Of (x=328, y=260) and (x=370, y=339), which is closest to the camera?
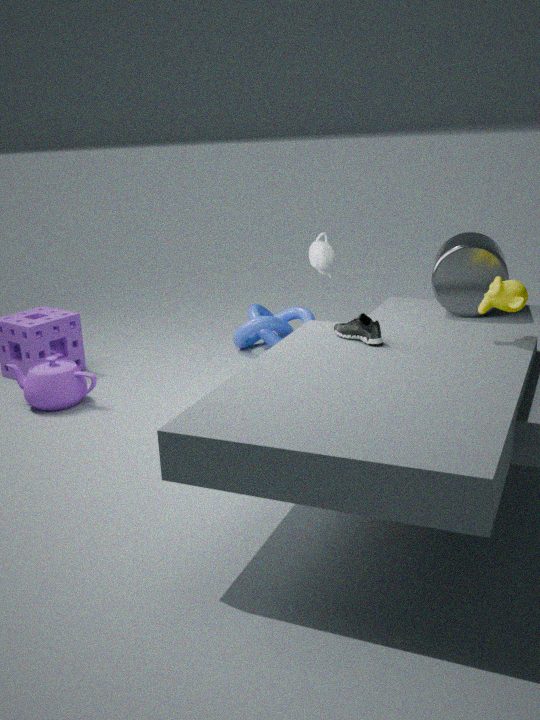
(x=370, y=339)
